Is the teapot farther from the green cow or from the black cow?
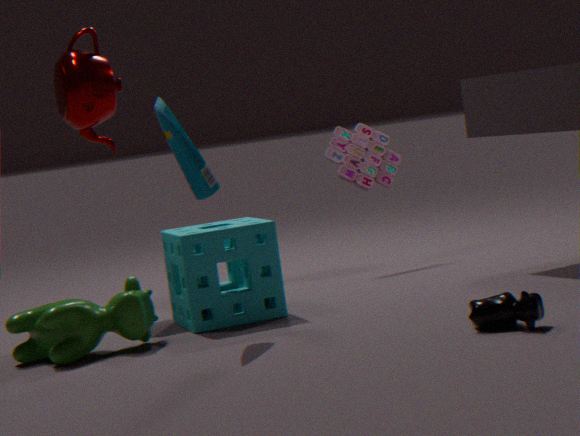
the black cow
